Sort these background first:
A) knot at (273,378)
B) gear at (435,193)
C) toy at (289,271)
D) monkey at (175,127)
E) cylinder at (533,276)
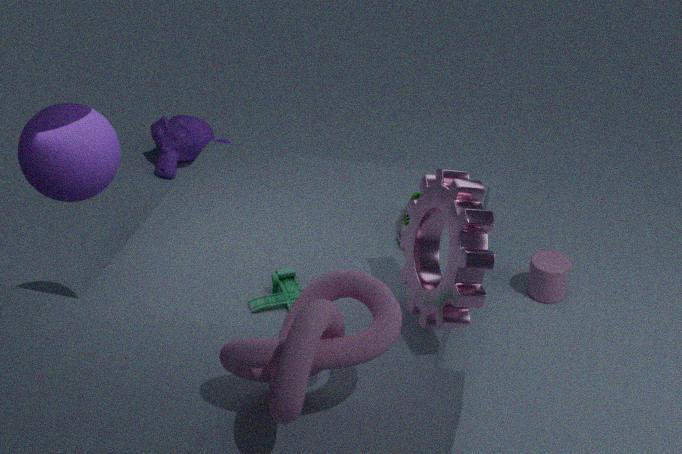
1. monkey at (175,127)
2. cylinder at (533,276)
3. toy at (289,271)
4. gear at (435,193)
5. knot at (273,378)
